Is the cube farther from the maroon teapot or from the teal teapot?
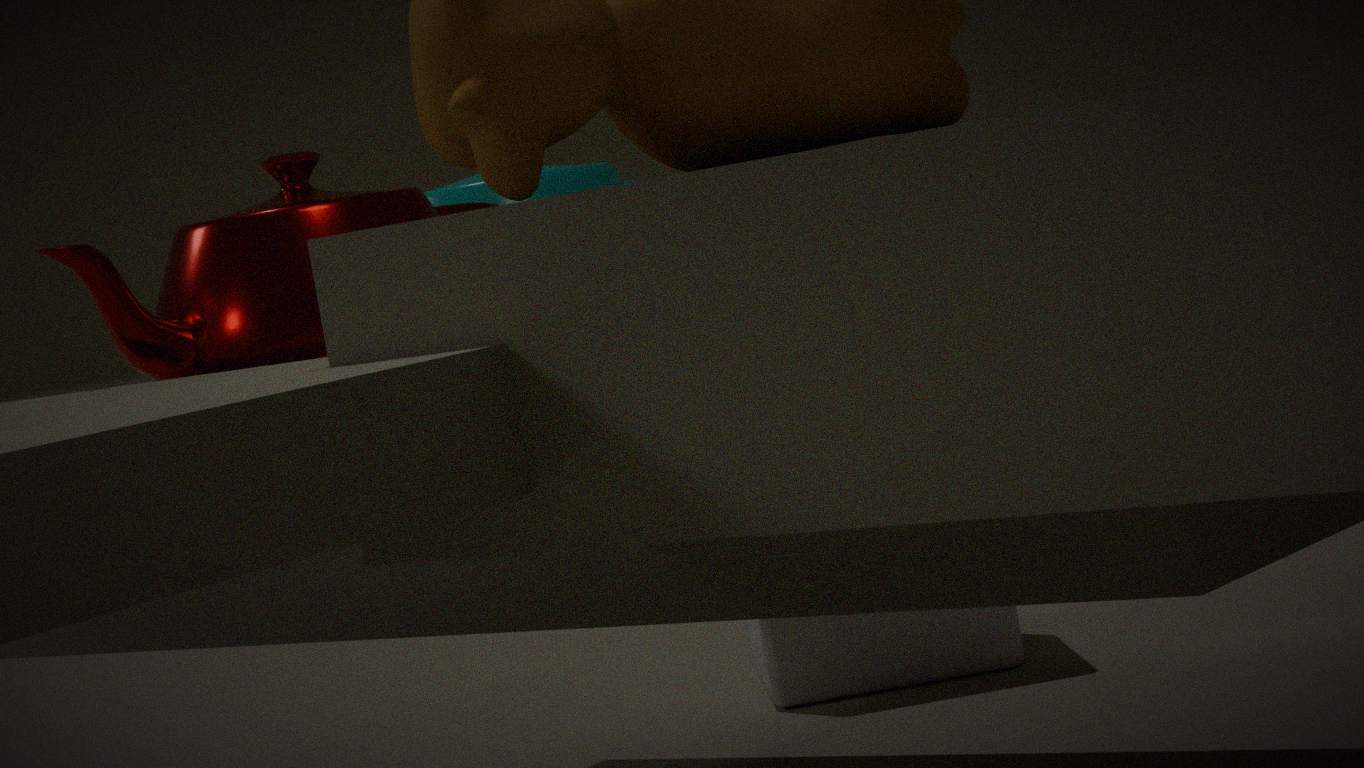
the maroon teapot
